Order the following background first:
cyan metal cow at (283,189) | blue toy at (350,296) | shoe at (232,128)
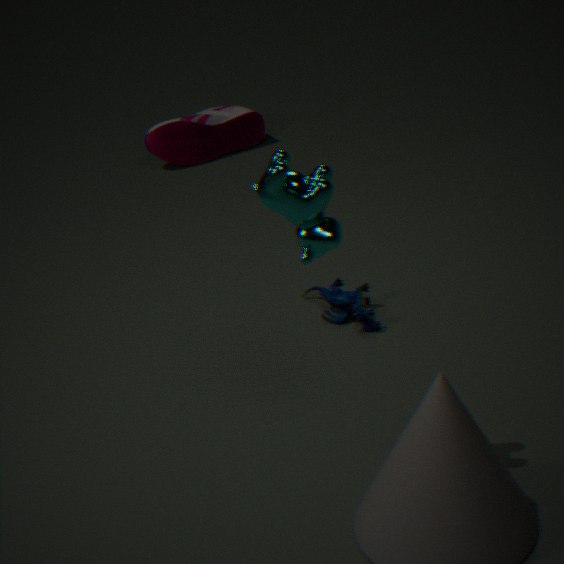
shoe at (232,128), blue toy at (350,296), cyan metal cow at (283,189)
